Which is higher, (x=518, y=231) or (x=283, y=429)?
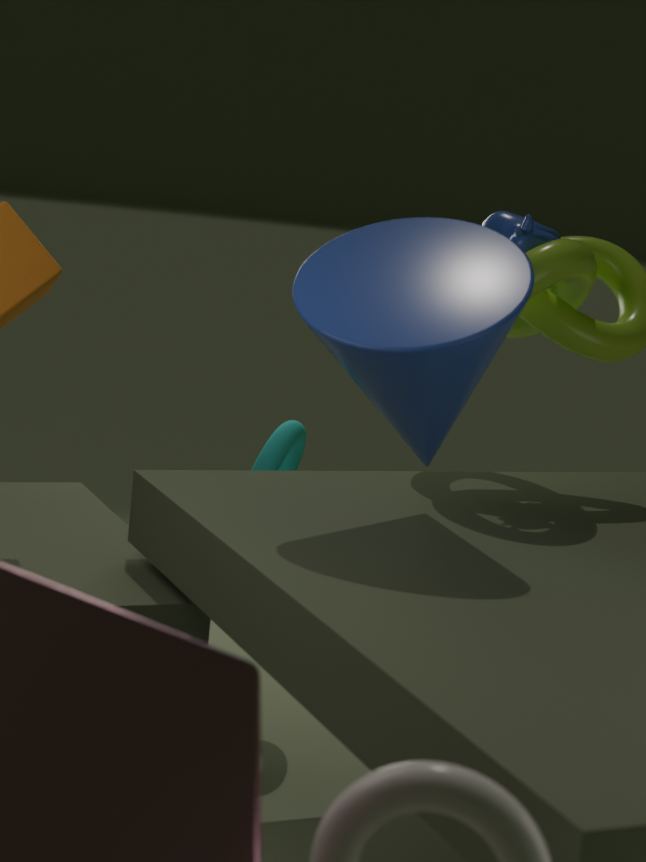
(x=518, y=231)
